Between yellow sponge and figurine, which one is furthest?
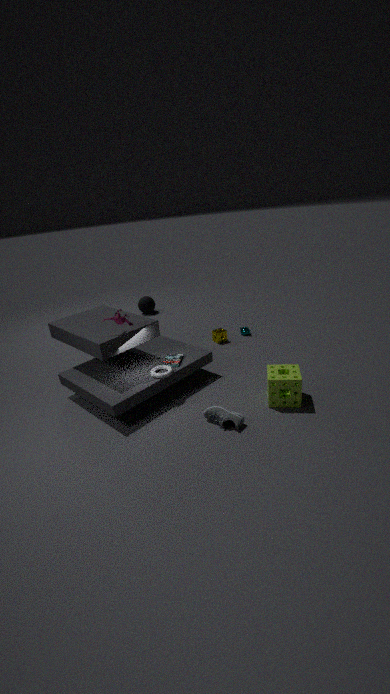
yellow sponge
